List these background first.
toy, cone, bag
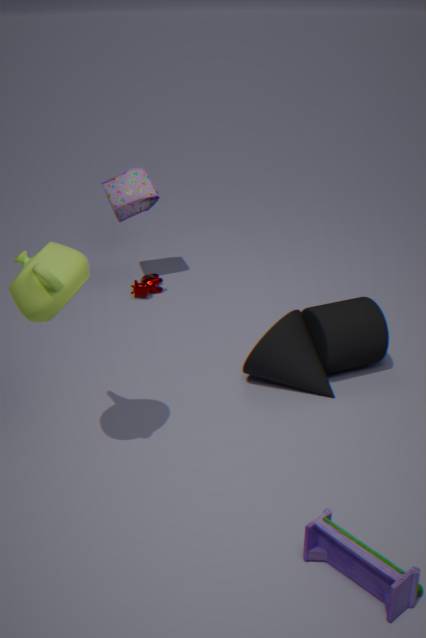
bag < cone < toy
